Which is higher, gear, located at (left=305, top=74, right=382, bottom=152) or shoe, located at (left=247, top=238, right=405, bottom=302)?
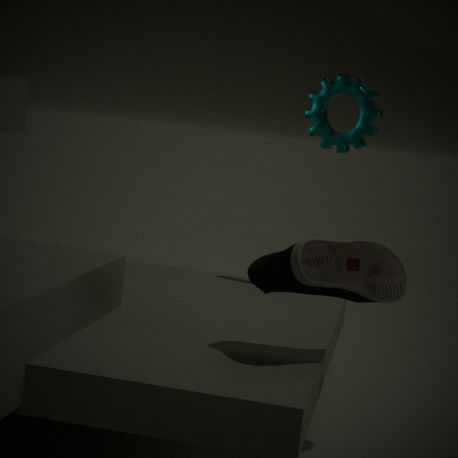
gear, located at (left=305, top=74, right=382, bottom=152)
